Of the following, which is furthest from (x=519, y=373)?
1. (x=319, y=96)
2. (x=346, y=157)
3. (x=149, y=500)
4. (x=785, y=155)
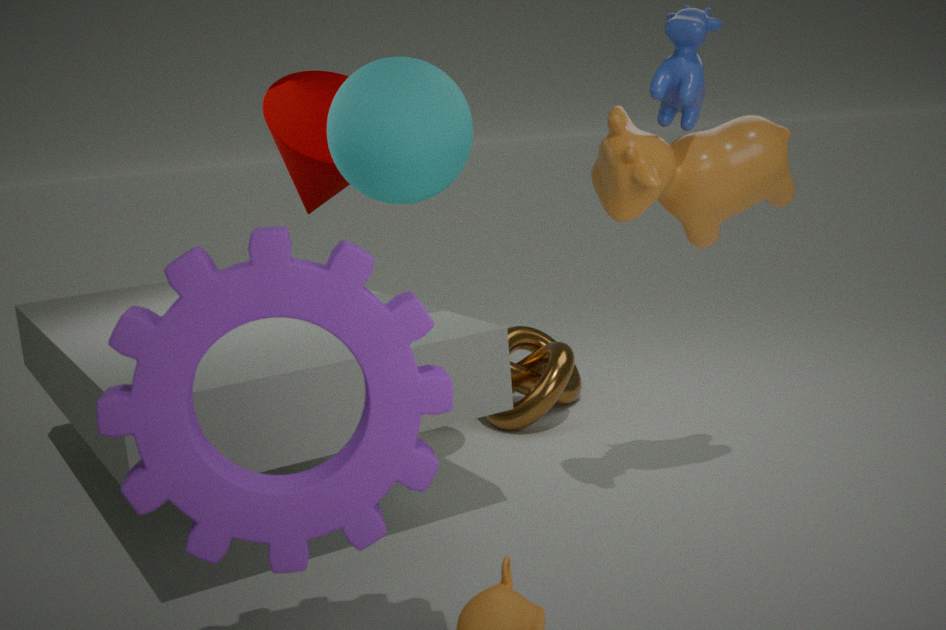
(x=149, y=500)
